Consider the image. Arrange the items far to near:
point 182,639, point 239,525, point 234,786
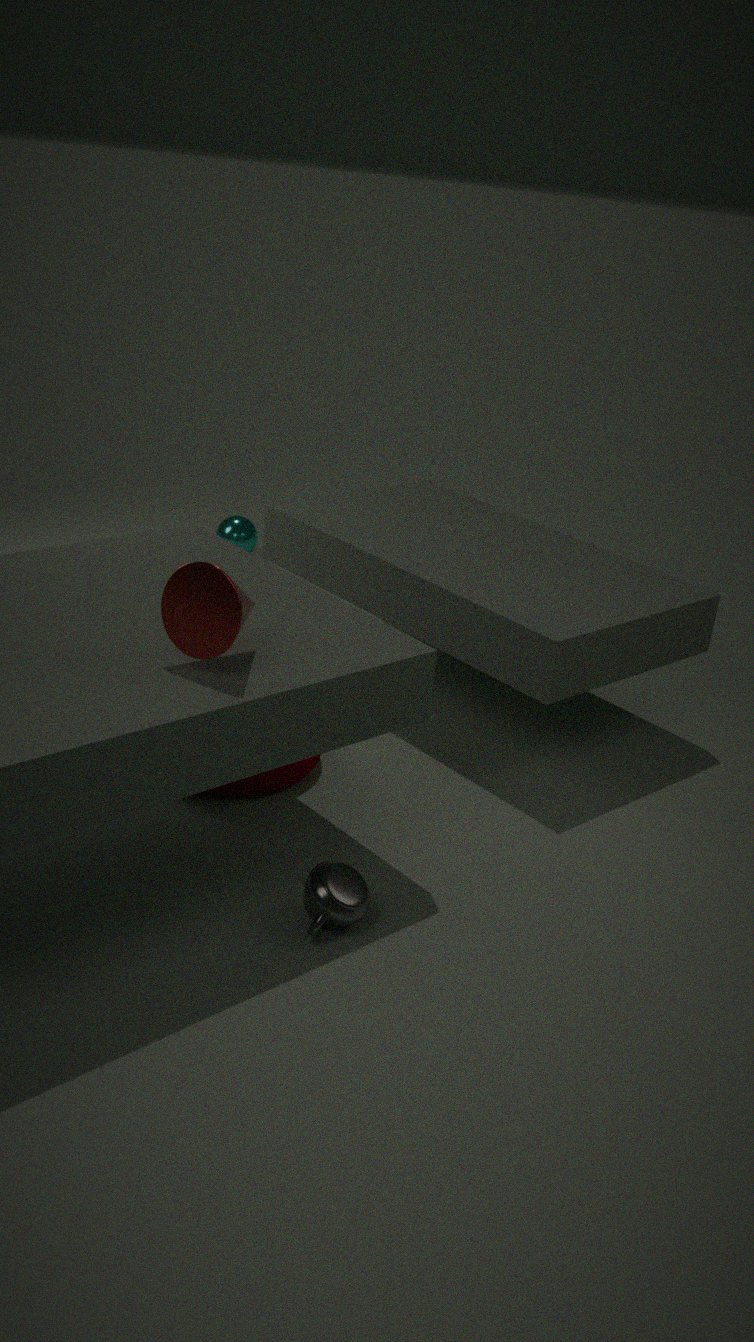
1. point 239,525
2. point 234,786
3. point 182,639
